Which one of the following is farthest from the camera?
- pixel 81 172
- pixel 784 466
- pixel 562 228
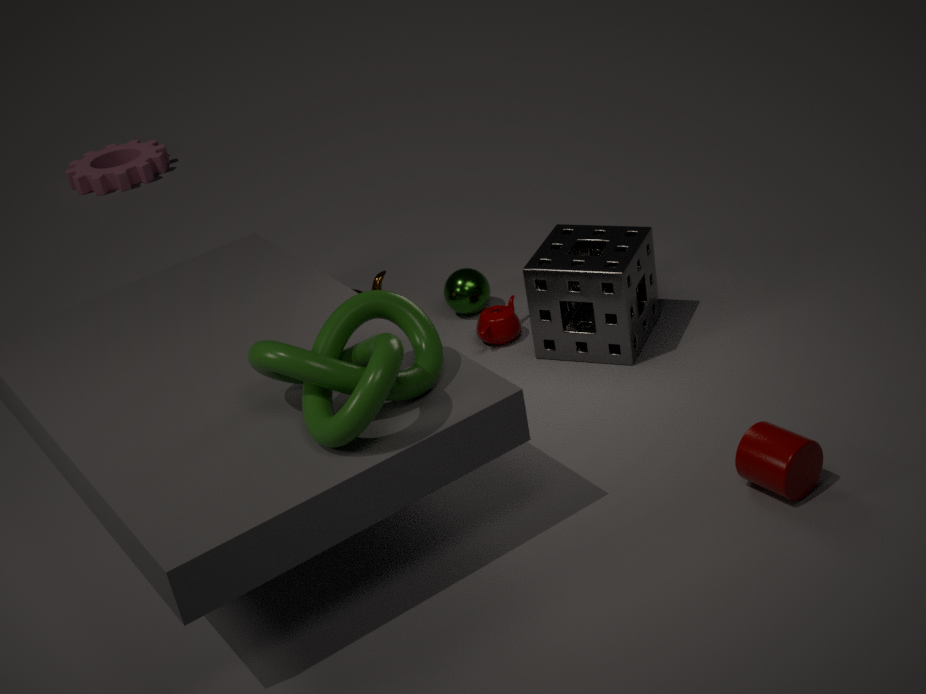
pixel 81 172
